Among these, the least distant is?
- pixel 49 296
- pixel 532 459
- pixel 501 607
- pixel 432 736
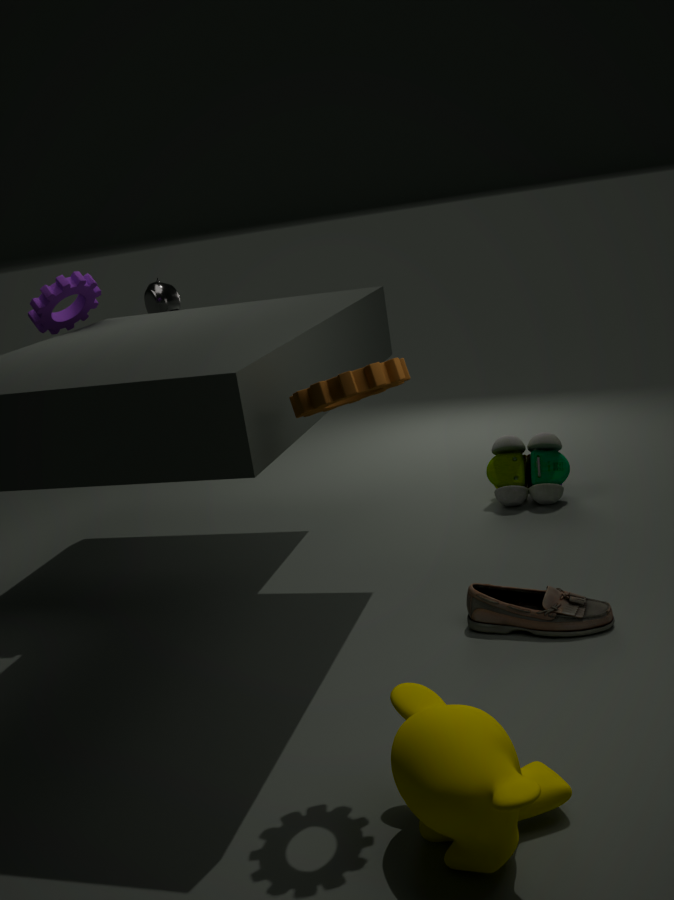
pixel 432 736
